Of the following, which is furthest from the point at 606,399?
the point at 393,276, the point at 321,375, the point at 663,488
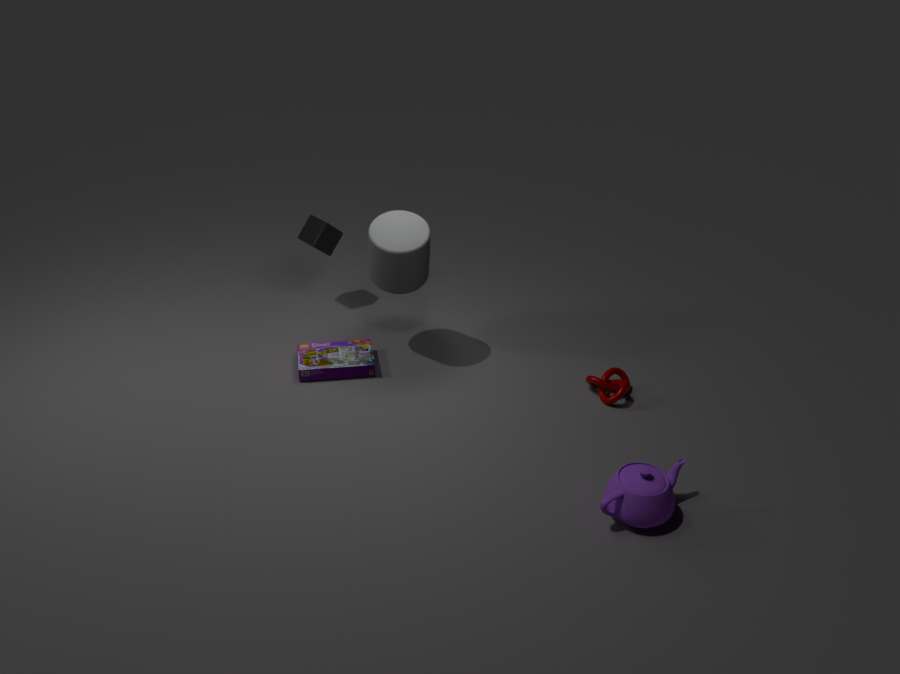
the point at 321,375
